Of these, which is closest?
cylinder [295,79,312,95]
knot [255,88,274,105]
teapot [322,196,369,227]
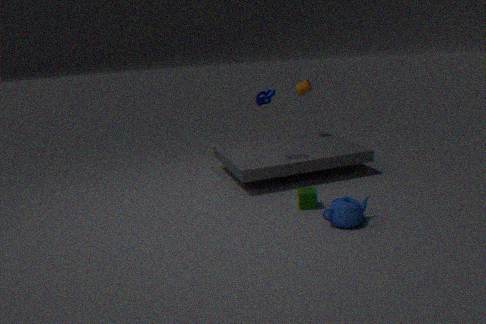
teapot [322,196,369,227]
